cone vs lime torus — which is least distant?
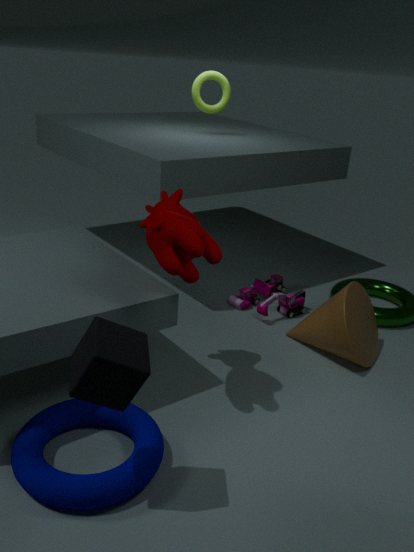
cone
